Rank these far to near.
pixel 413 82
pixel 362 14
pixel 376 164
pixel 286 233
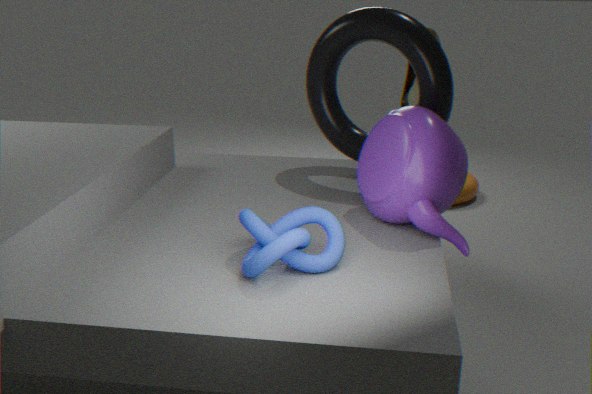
pixel 413 82 < pixel 362 14 < pixel 376 164 < pixel 286 233
